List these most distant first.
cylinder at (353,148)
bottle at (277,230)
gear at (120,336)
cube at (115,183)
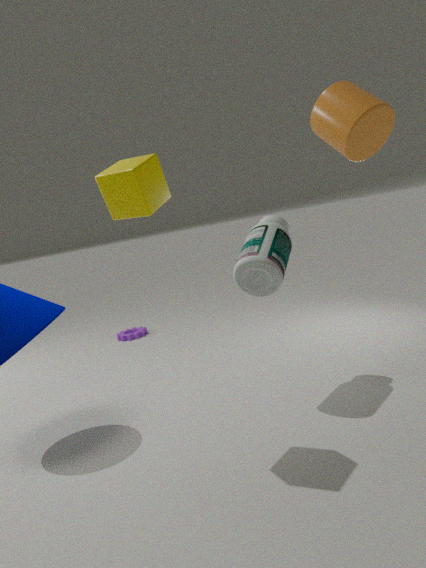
gear at (120,336), bottle at (277,230), cube at (115,183), cylinder at (353,148)
